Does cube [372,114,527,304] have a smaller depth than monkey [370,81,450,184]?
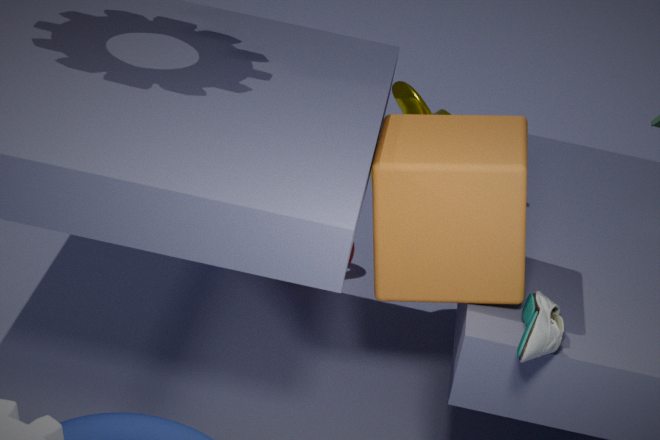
Yes
